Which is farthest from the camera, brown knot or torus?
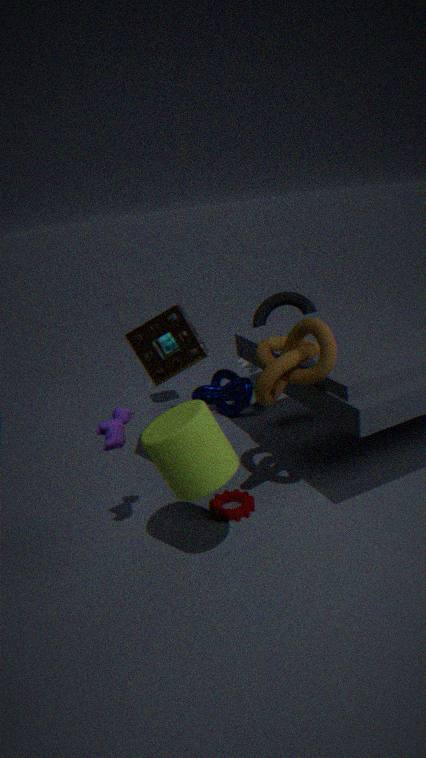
torus
